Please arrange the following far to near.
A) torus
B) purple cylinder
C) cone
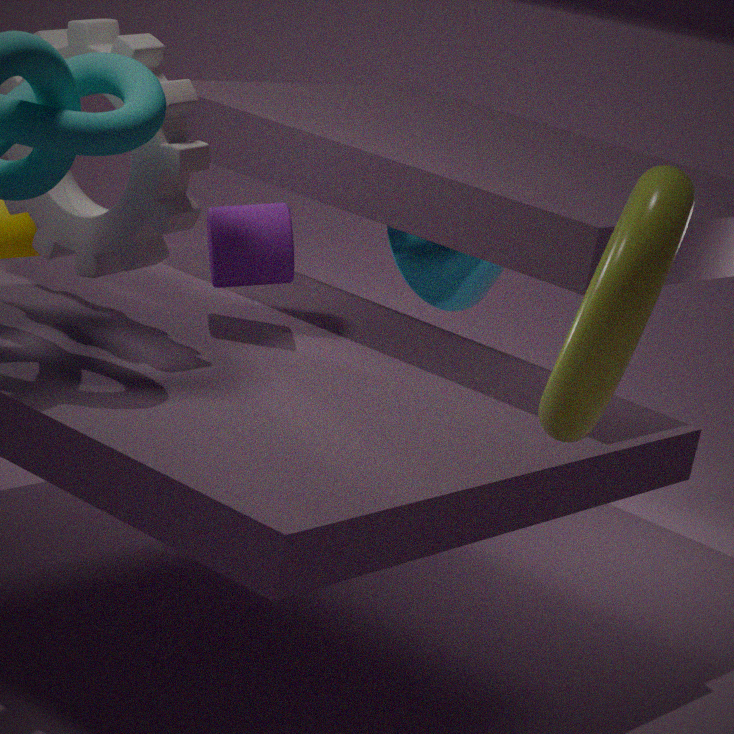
cone < purple cylinder < torus
